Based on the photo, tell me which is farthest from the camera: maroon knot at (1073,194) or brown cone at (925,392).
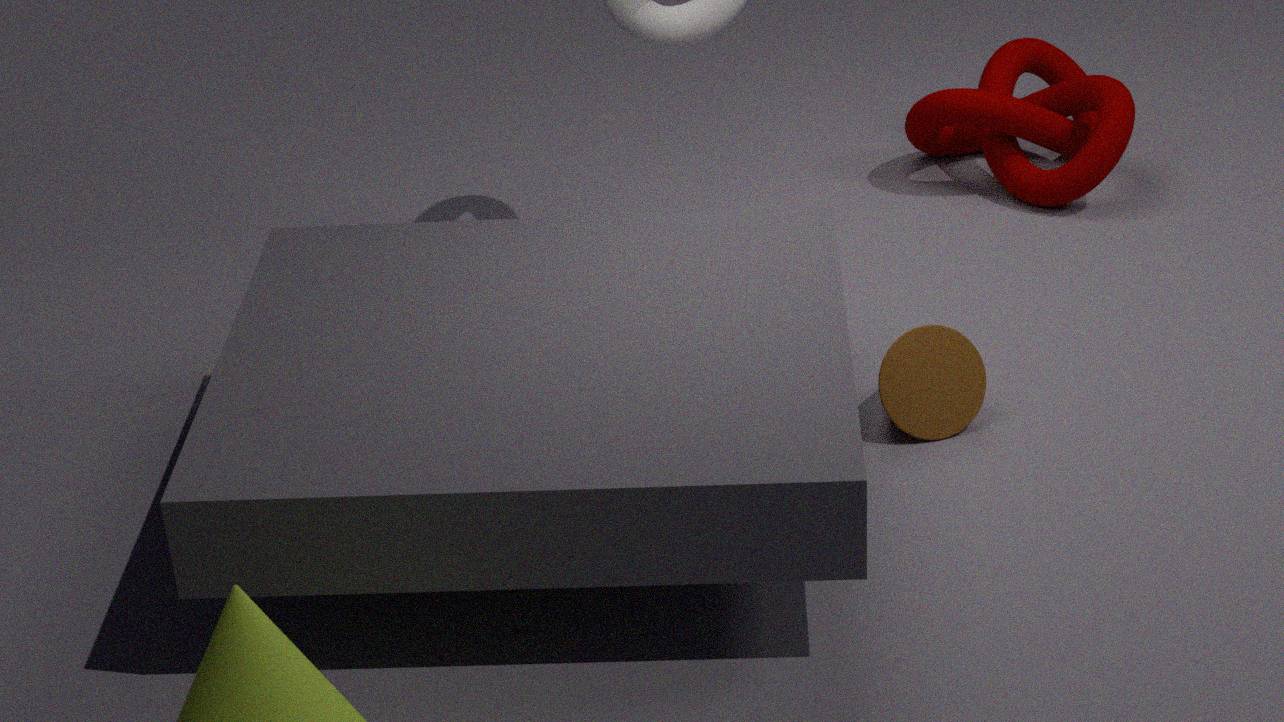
Answer: maroon knot at (1073,194)
